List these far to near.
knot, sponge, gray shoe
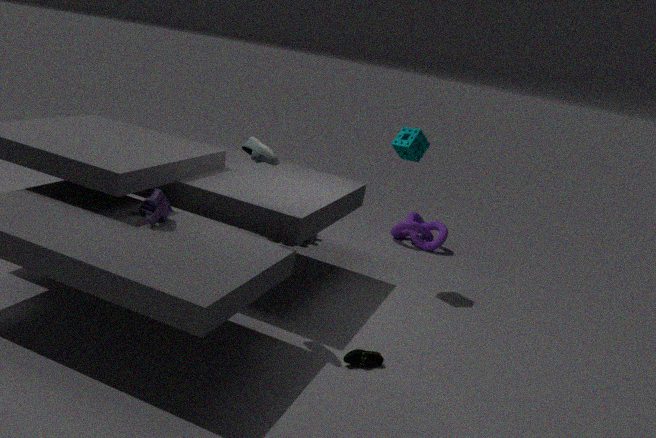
knot < sponge < gray shoe
